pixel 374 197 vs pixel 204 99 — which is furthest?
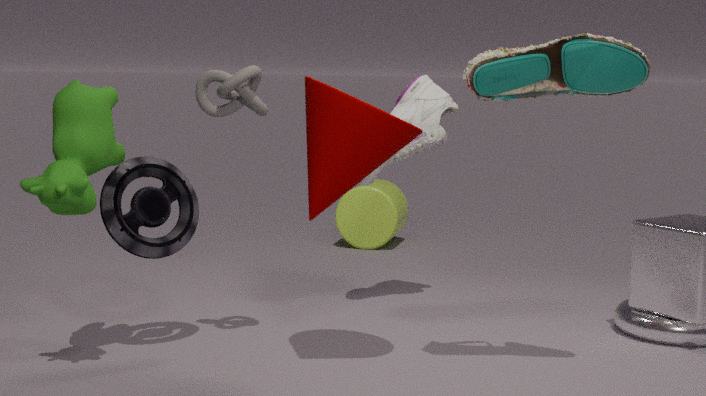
pixel 374 197
